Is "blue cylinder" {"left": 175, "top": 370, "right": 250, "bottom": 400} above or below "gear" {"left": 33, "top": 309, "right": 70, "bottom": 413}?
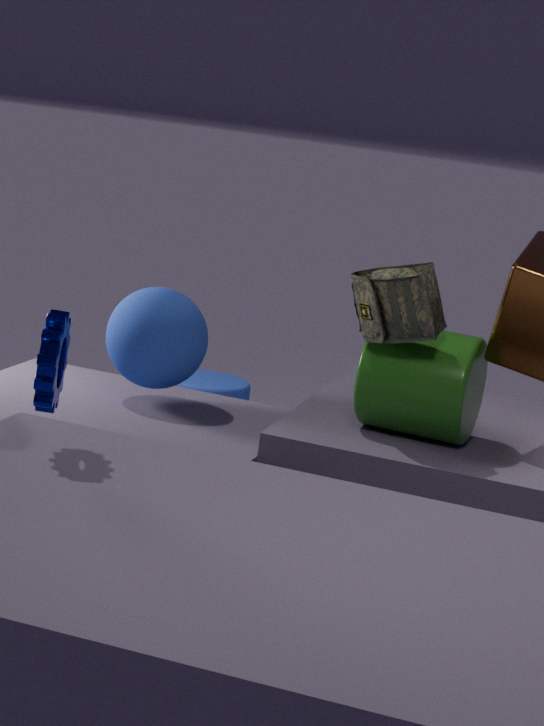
below
